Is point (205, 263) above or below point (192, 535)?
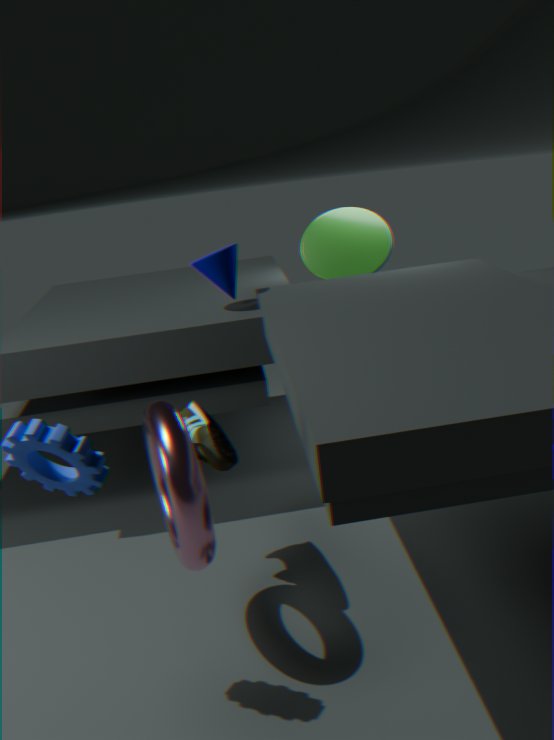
above
